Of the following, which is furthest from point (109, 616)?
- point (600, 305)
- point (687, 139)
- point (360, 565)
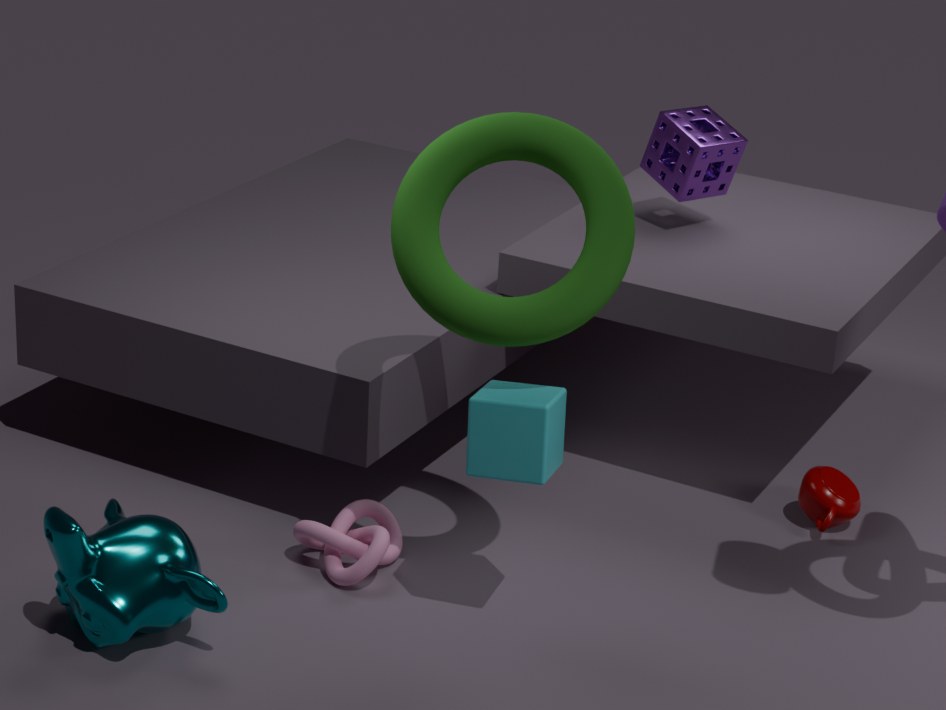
point (687, 139)
